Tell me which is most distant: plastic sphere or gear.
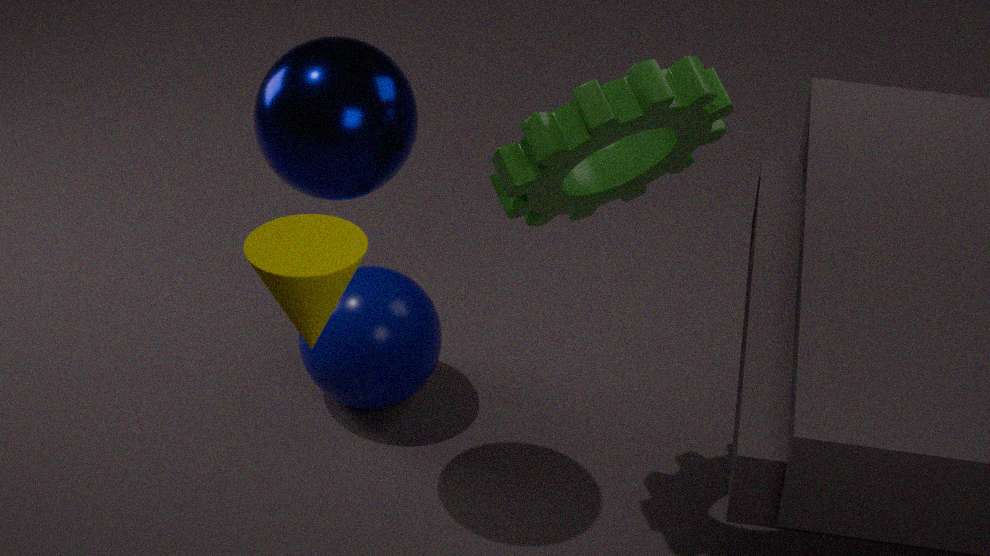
plastic sphere
